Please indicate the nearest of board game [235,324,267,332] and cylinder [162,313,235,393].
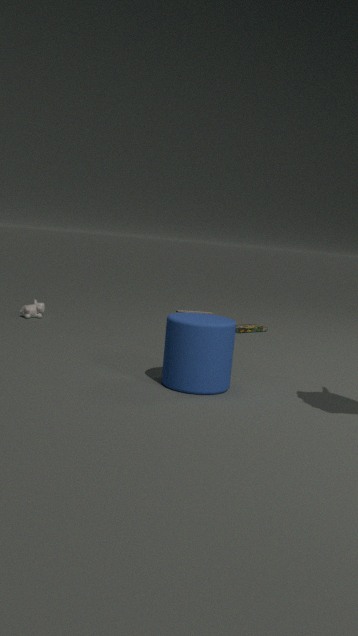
cylinder [162,313,235,393]
